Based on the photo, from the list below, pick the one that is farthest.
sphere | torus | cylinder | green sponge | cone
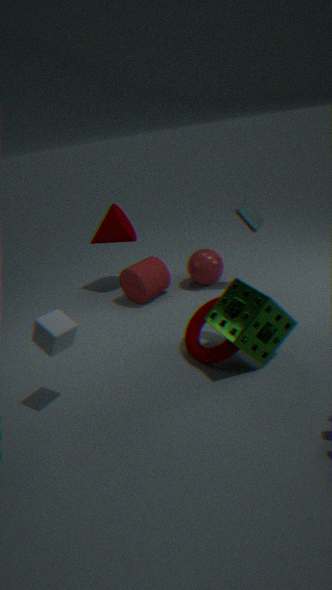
cone
